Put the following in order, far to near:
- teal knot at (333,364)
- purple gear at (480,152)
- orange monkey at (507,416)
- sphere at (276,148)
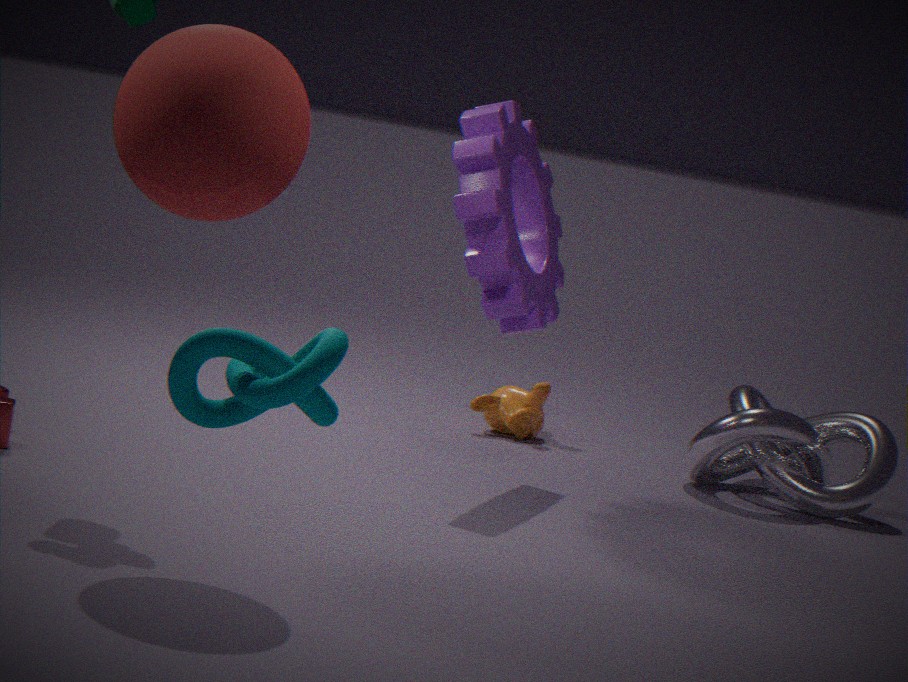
orange monkey at (507,416)
purple gear at (480,152)
sphere at (276,148)
teal knot at (333,364)
